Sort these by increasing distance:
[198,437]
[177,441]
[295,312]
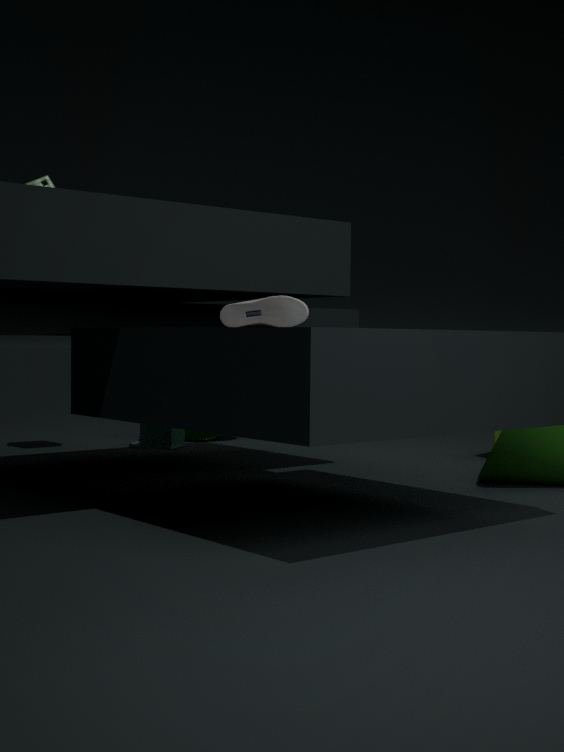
1. [295,312]
2. [177,441]
3. [198,437]
